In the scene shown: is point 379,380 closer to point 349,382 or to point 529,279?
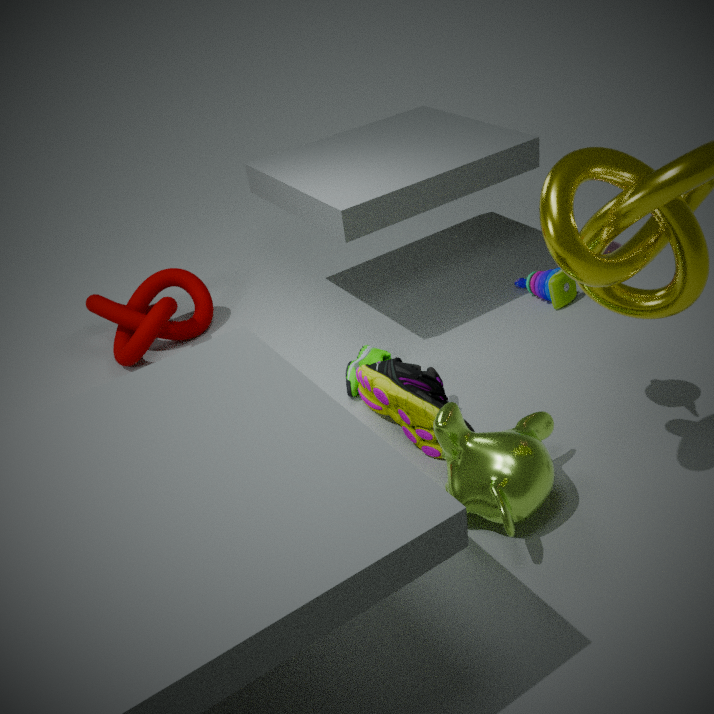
point 349,382
